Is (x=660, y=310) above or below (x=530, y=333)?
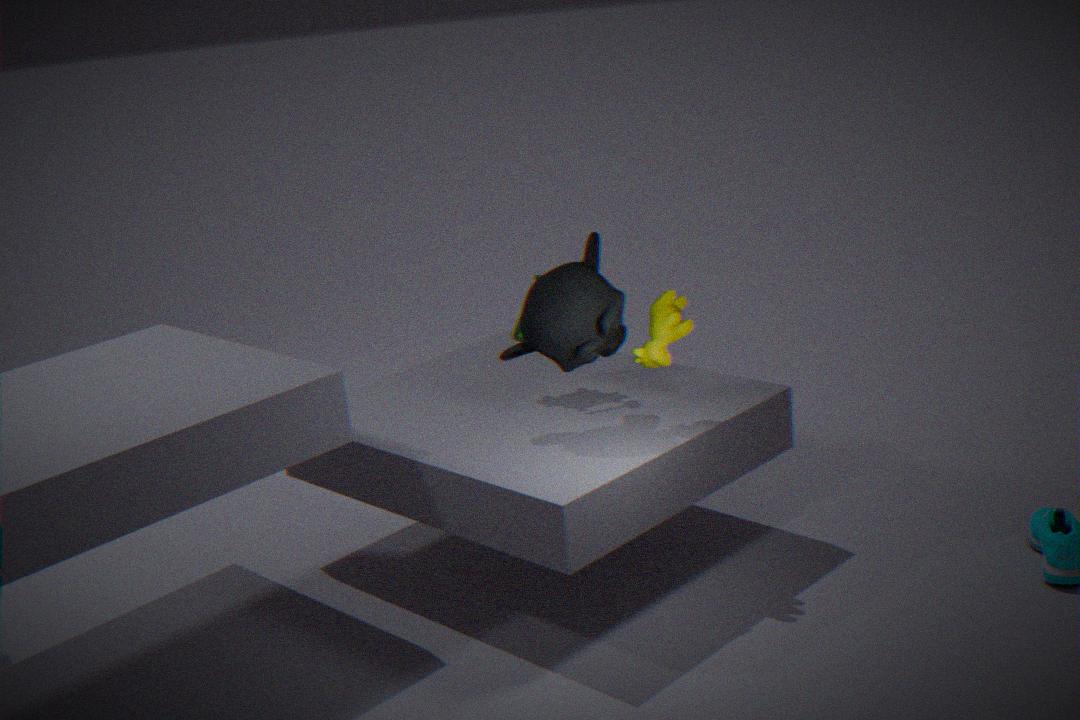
below
